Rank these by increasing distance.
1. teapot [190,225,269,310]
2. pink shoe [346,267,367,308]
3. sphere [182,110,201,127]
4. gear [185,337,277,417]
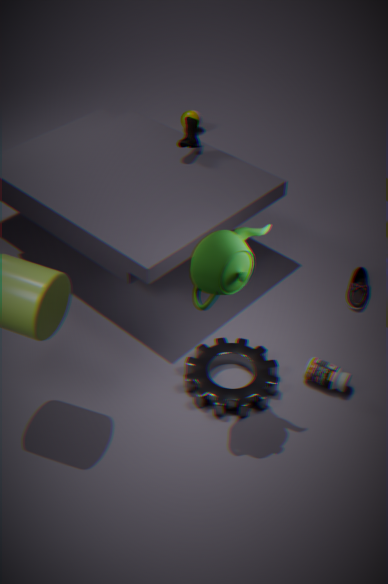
teapot [190,225,269,310]
gear [185,337,277,417]
pink shoe [346,267,367,308]
sphere [182,110,201,127]
